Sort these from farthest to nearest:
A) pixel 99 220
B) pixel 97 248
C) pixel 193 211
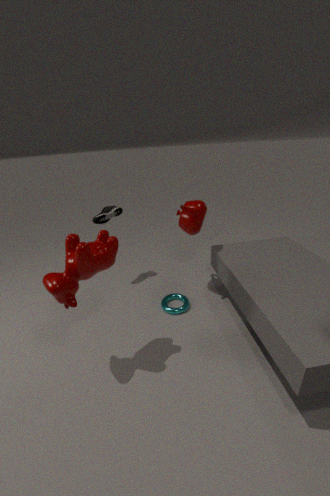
pixel 99 220 → pixel 193 211 → pixel 97 248
